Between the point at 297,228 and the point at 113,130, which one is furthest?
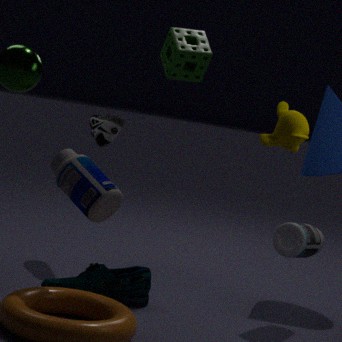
the point at 113,130
